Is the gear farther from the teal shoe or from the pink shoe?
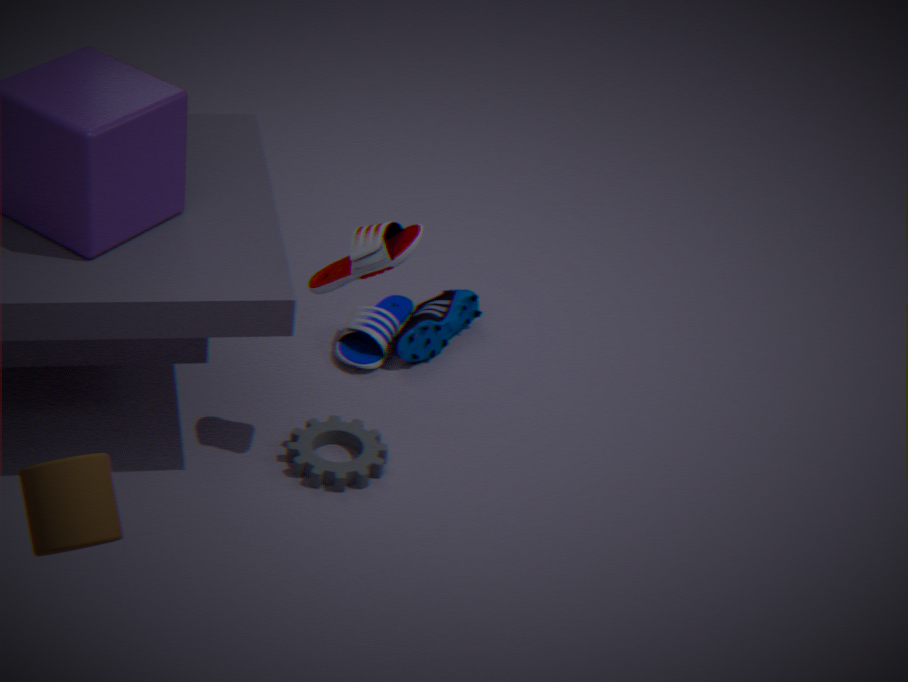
the pink shoe
